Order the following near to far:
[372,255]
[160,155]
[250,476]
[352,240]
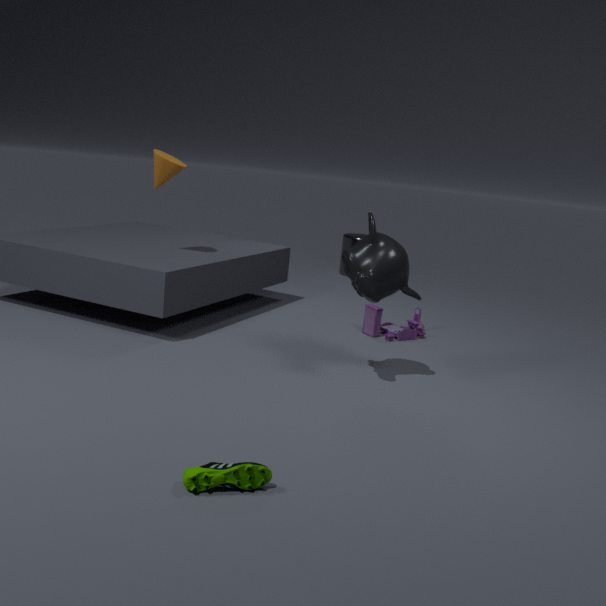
[250,476] → [372,255] → [160,155] → [352,240]
